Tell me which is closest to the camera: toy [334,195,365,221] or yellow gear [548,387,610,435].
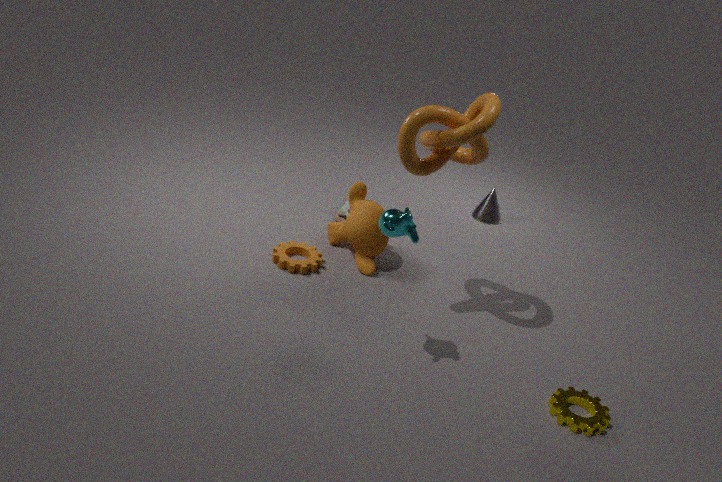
yellow gear [548,387,610,435]
